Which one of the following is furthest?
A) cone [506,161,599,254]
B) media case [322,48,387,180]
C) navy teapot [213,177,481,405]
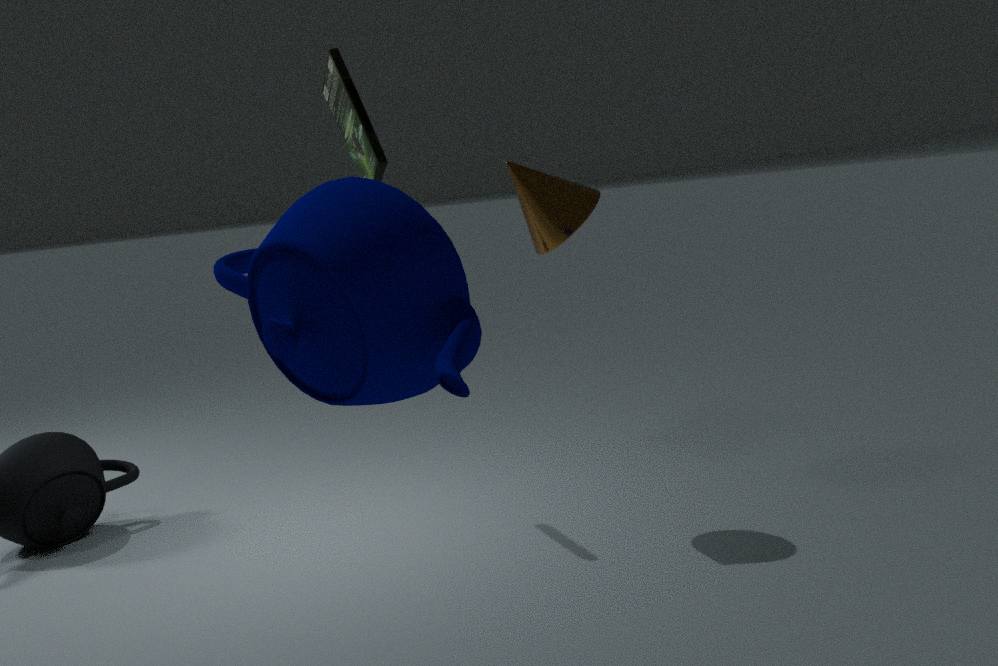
media case [322,48,387,180]
